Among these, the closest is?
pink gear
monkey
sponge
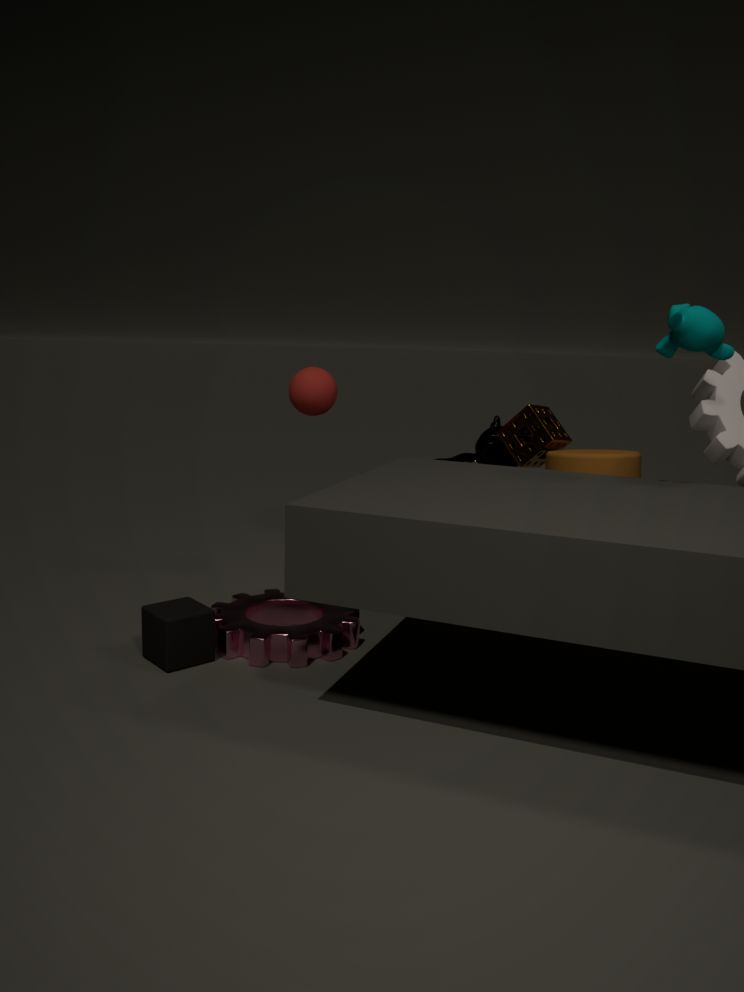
monkey
